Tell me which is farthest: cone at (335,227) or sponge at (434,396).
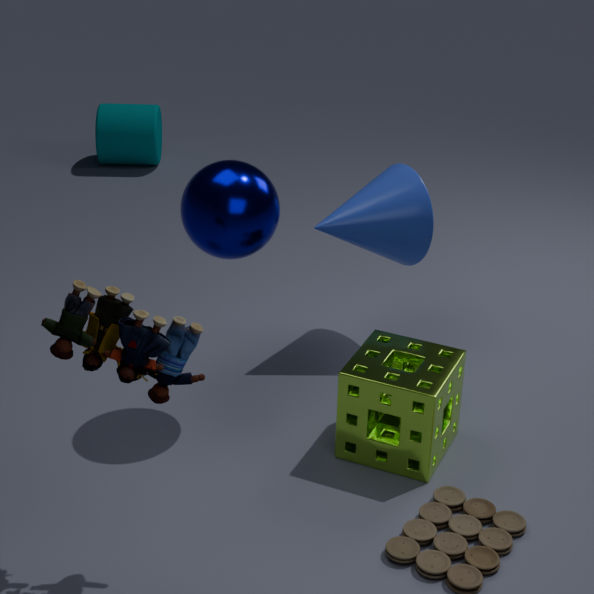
cone at (335,227)
